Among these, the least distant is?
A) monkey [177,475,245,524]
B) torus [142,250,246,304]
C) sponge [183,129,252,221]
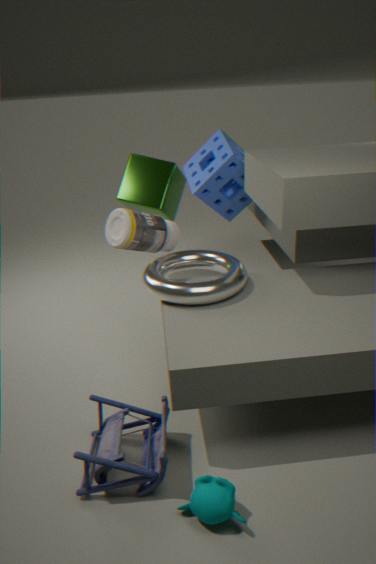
monkey [177,475,245,524]
